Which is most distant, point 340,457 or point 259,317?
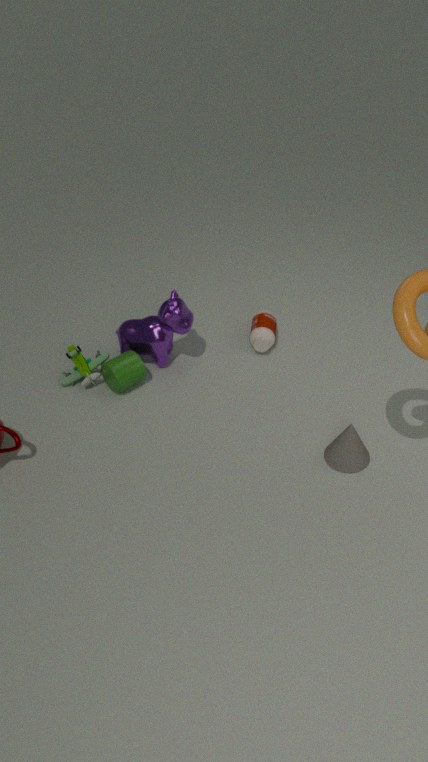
point 259,317
